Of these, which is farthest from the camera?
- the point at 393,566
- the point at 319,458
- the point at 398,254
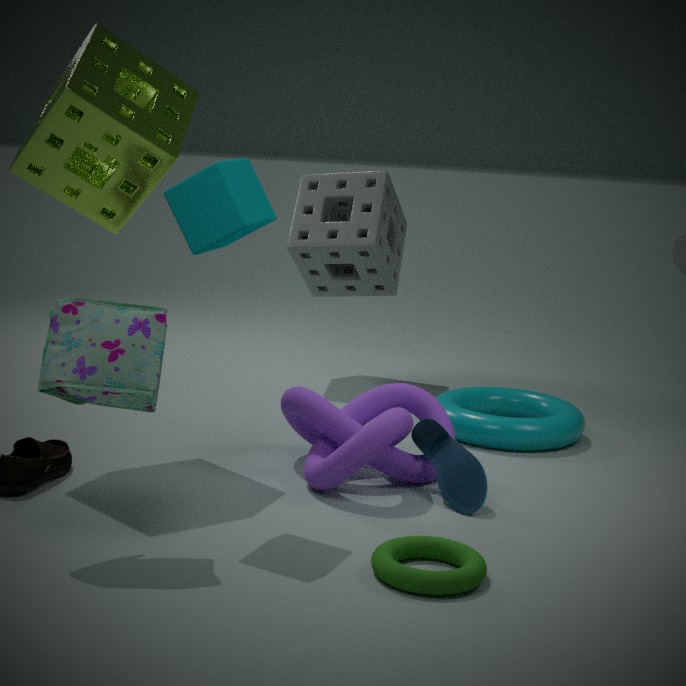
the point at 398,254
